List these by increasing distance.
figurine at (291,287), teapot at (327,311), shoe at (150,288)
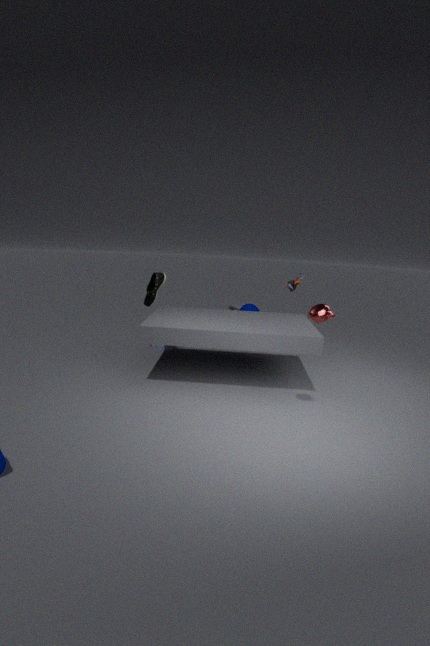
teapot at (327,311) < figurine at (291,287) < shoe at (150,288)
